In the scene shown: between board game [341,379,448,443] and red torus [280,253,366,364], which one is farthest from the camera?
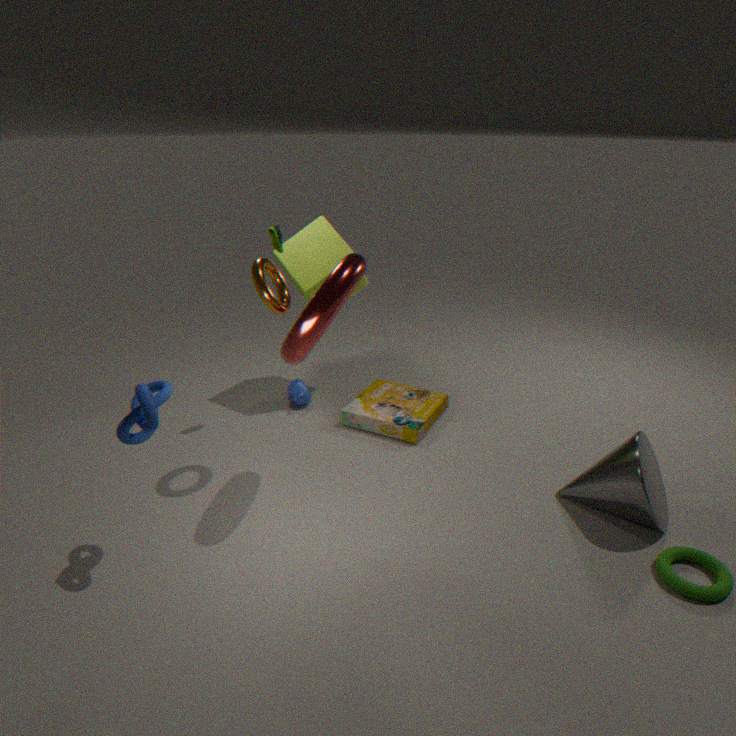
board game [341,379,448,443]
